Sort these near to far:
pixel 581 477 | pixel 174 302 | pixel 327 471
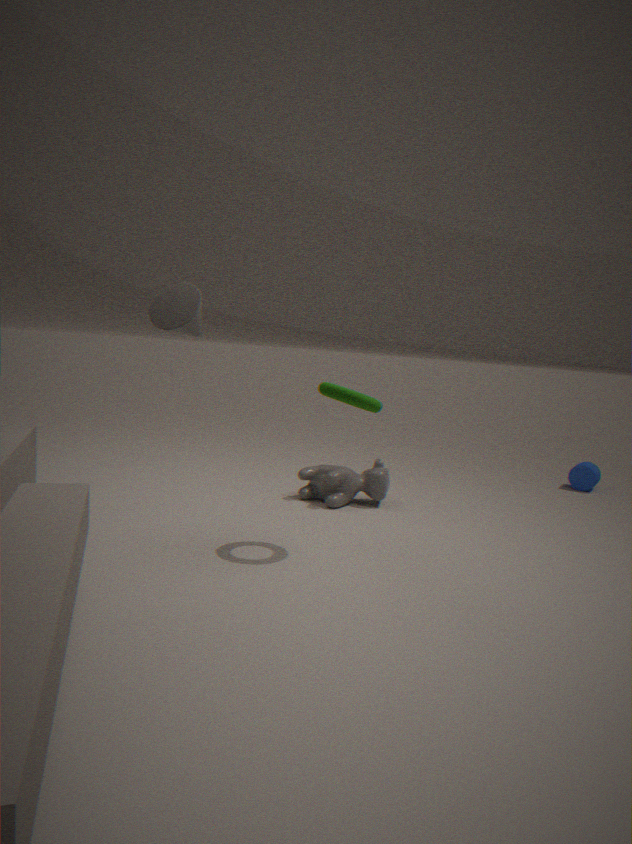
pixel 174 302 → pixel 327 471 → pixel 581 477
